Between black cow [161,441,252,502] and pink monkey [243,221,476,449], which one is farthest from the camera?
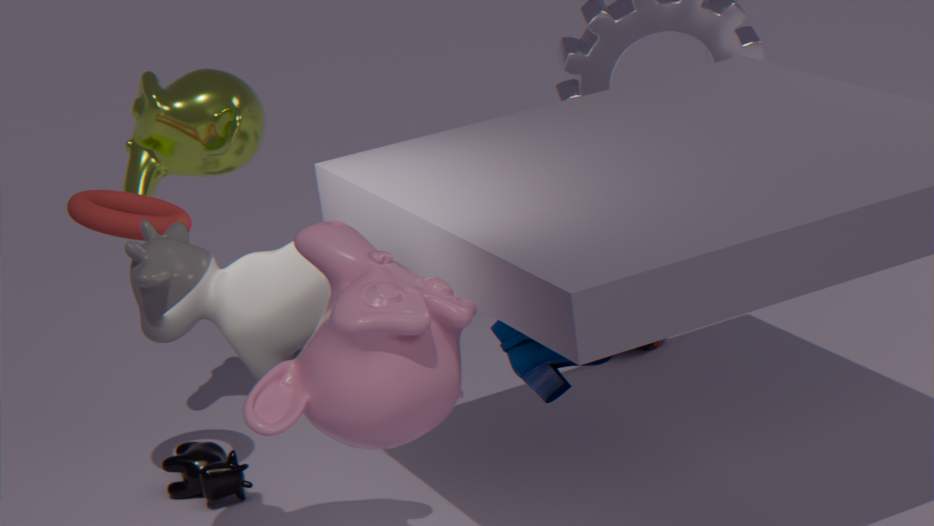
black cow [161,441,252,502]
